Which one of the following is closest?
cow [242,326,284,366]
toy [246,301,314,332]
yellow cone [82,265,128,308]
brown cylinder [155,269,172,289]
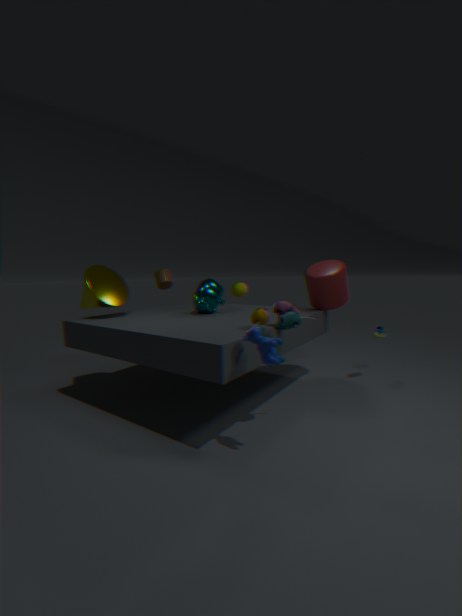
cow [242,326,284,366]
